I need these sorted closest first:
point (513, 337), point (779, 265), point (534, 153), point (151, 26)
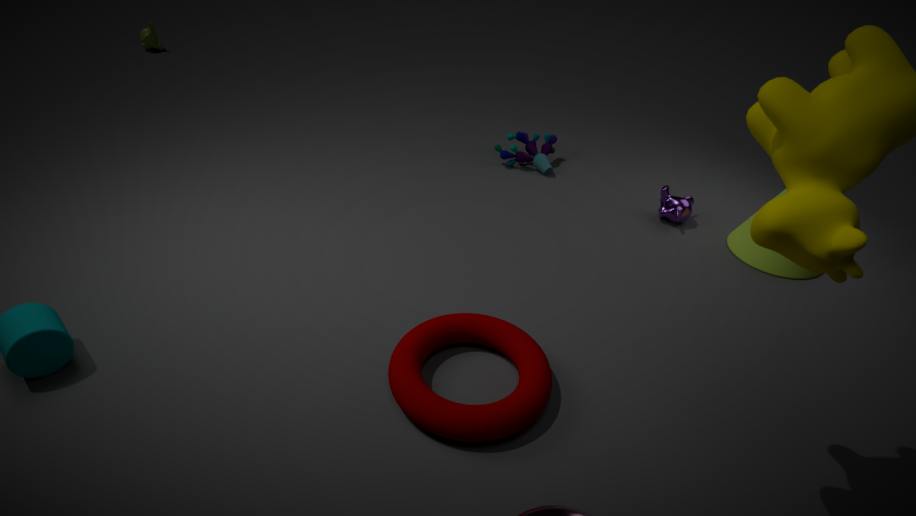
point (513, 337), point (779, 265), point (534, 153), point (151, 26)
